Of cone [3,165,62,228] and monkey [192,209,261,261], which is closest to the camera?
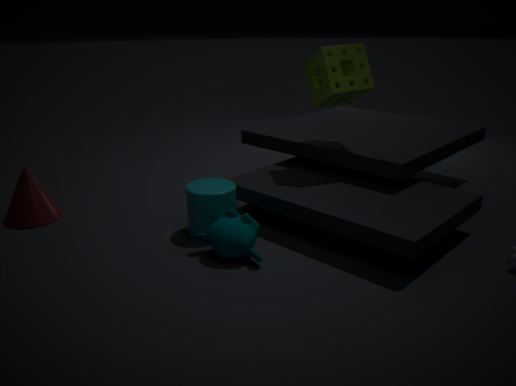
monkey [192,209,261,261]
